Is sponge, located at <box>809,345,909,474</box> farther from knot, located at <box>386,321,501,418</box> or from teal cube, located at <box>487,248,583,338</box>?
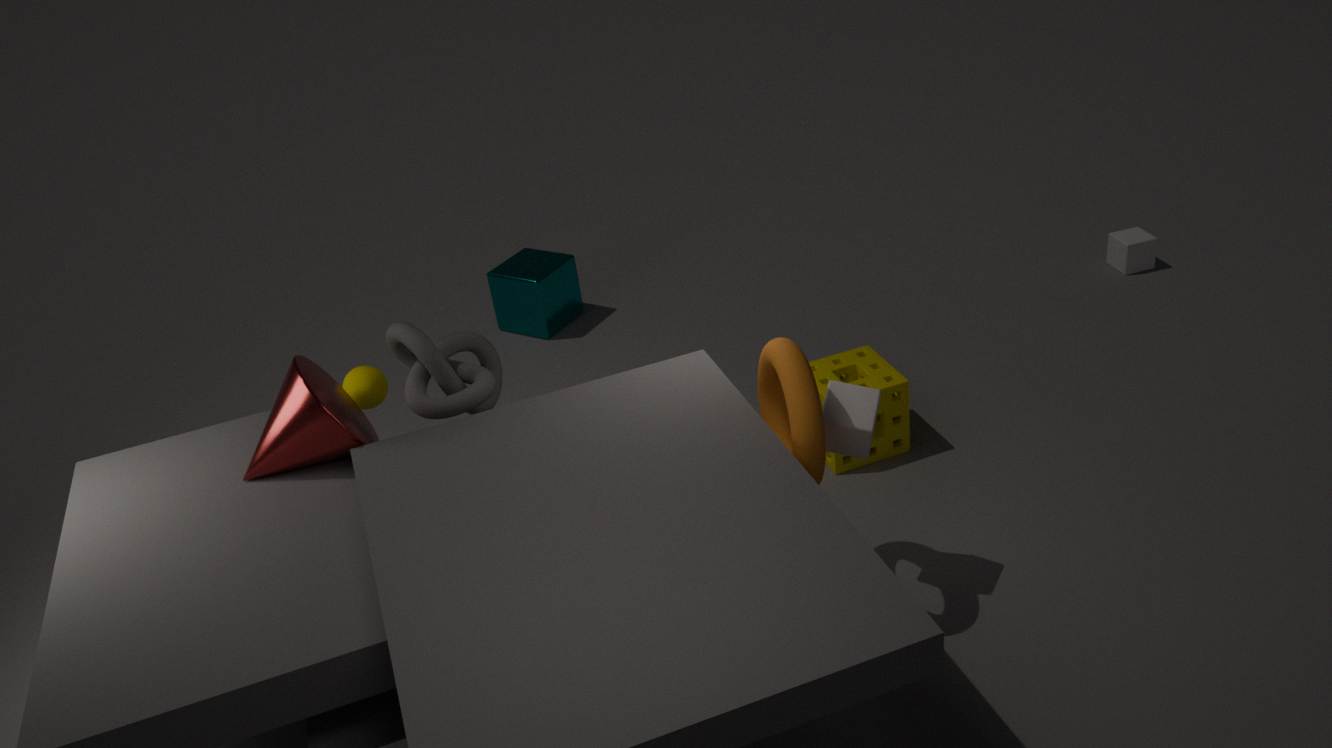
teal cube, located at <box>487,248,583,338</box>
